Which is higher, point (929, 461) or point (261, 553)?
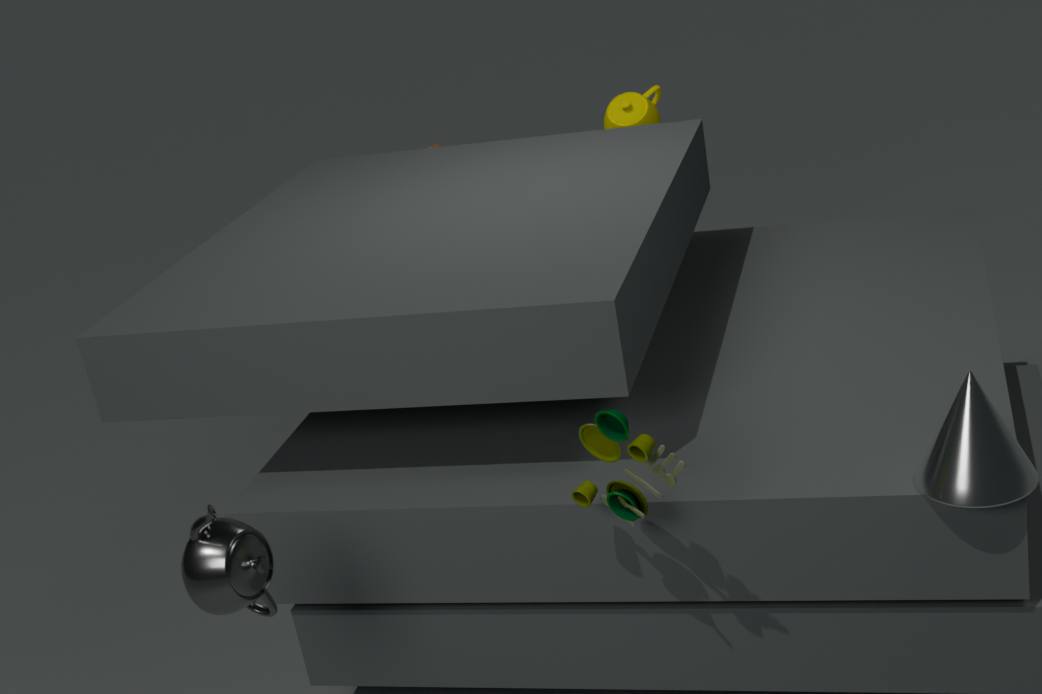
point (261, 553)
